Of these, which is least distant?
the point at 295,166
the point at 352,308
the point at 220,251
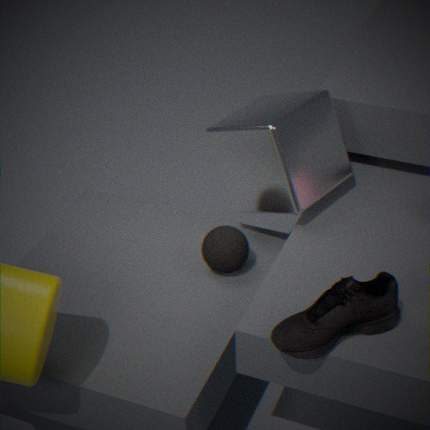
the point at 352,308
